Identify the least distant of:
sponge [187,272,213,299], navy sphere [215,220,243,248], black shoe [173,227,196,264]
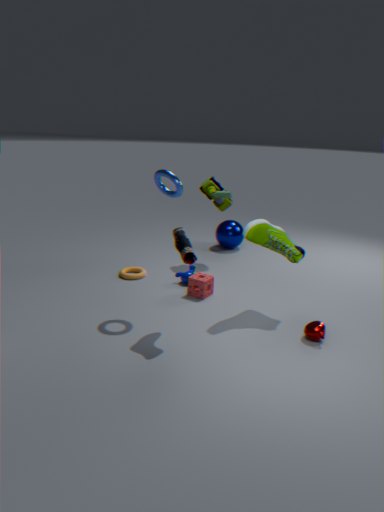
black shoe [173,227,196,264]
